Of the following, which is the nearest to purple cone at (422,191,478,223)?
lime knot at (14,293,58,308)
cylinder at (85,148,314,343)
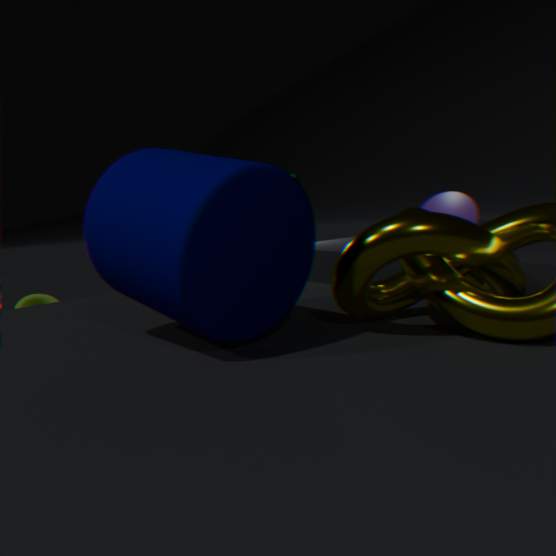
cylinder at (85,148,314,343)
